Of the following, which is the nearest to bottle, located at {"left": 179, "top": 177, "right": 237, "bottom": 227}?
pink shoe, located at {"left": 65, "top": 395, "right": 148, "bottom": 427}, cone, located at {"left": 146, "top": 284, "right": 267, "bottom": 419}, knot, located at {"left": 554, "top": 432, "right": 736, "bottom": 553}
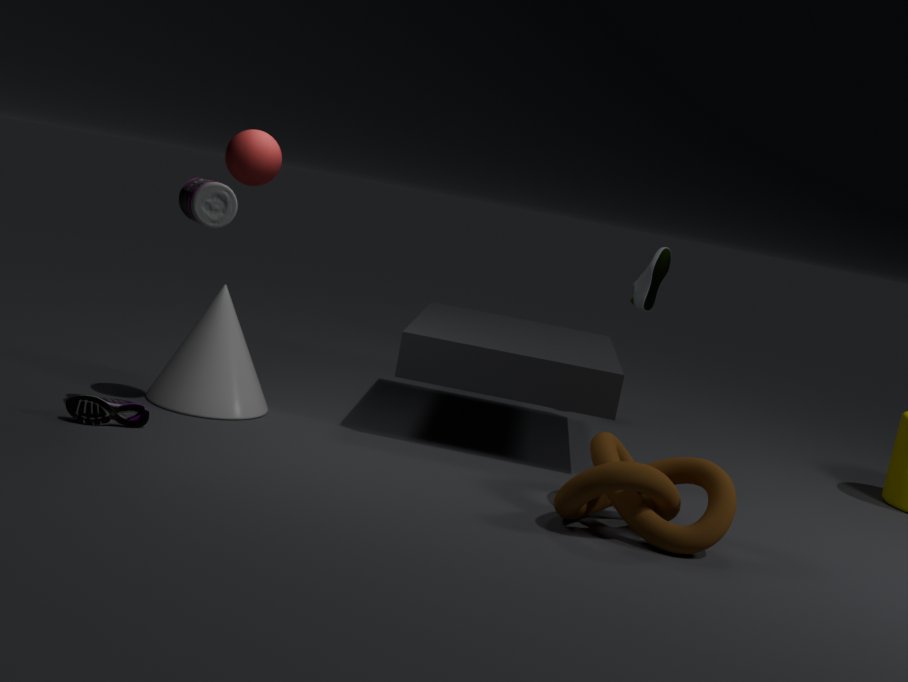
cone, located at {"left": 146, "top": 284, "right": 267, "bottom": 419}
